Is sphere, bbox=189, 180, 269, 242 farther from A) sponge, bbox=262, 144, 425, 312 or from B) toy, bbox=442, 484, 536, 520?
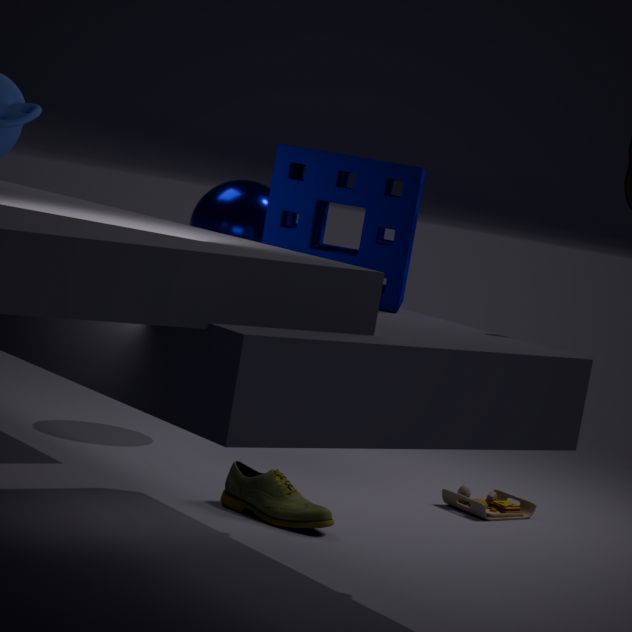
B) toy, bbox=442, 484, 536, 520
